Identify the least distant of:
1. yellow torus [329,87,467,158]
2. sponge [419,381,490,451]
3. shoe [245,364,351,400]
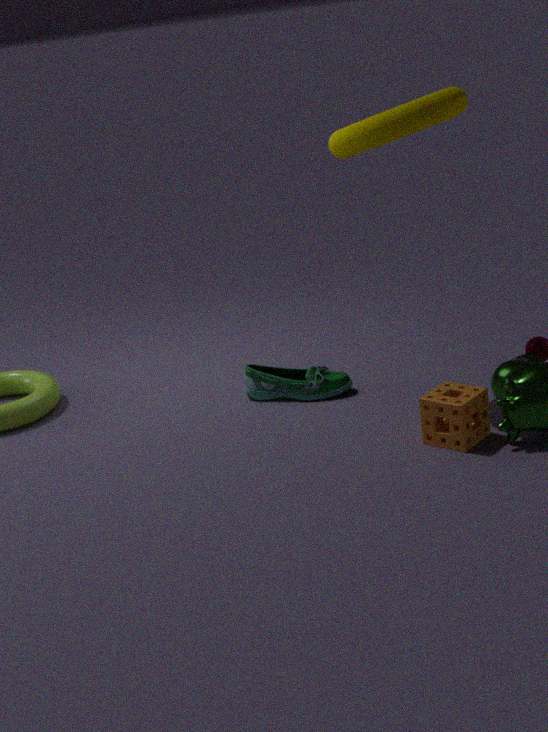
yellow torus [329,87,467,158]
